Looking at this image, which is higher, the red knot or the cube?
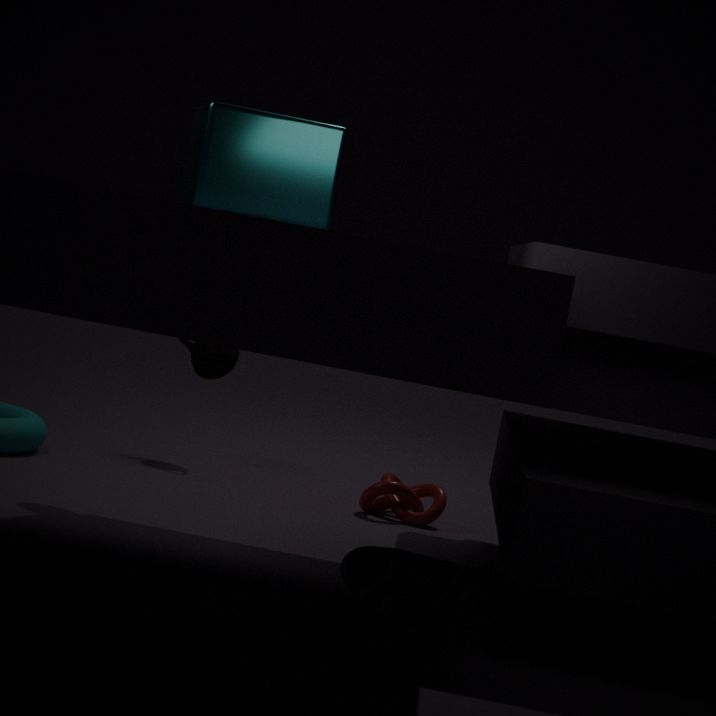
the cube
